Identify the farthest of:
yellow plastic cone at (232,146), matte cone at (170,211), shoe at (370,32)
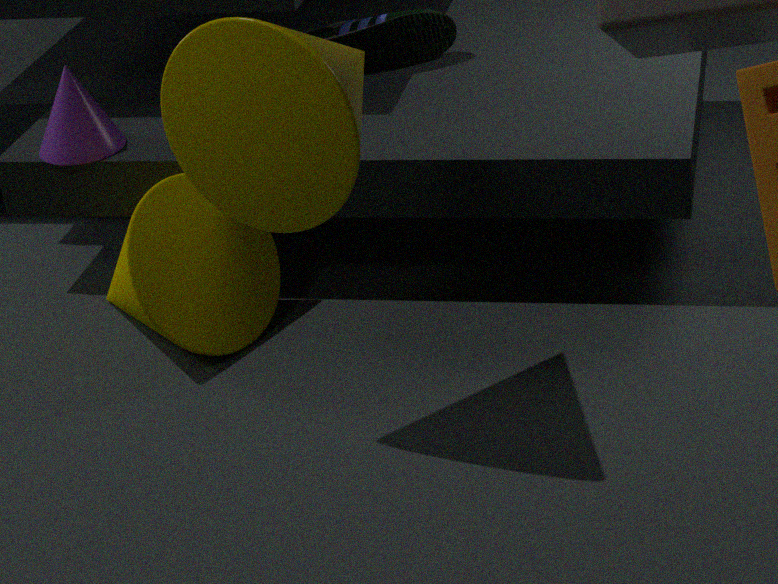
shoe at (370,32)
